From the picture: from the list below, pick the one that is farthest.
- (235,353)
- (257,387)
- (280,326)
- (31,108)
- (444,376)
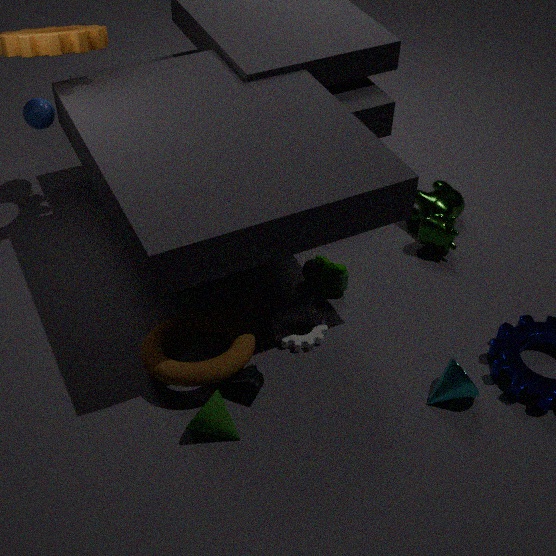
(31,108)
